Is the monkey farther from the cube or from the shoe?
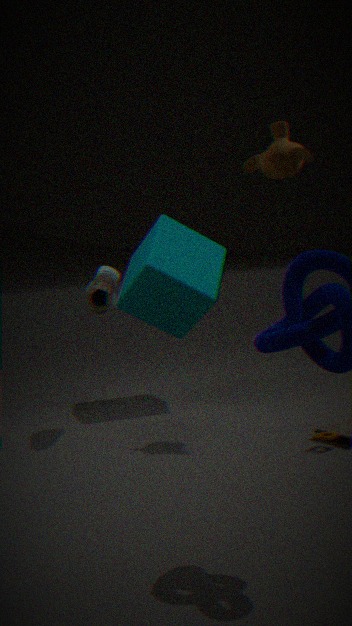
the cube
